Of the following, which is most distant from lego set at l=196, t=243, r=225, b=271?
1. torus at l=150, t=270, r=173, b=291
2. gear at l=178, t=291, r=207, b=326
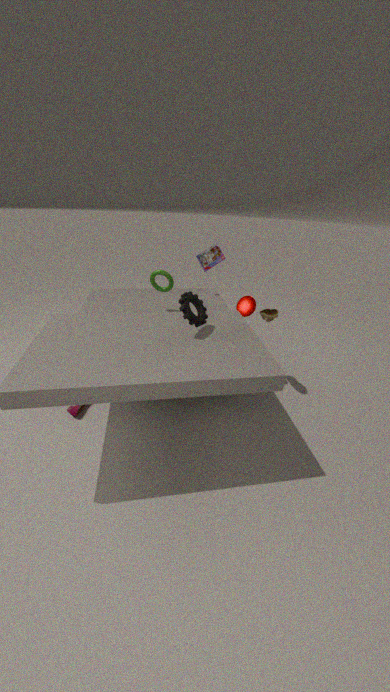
gear at l=178, t=291, r=207, b=326
